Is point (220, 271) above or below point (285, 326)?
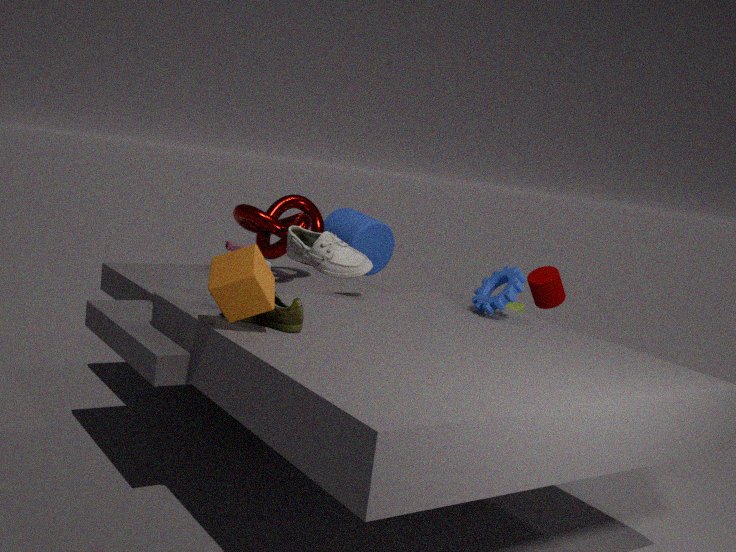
above
